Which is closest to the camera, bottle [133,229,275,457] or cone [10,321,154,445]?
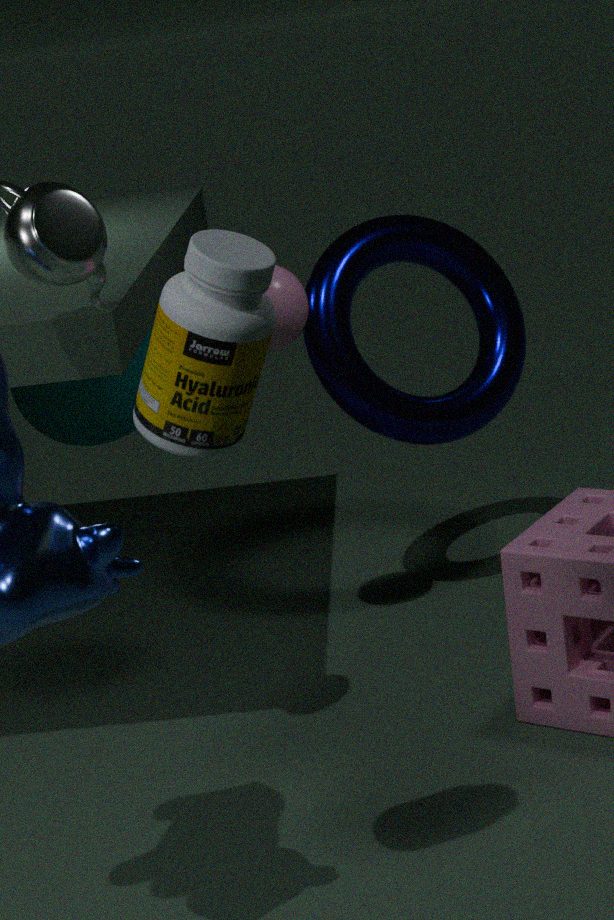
bottle [133,229,275,457]
